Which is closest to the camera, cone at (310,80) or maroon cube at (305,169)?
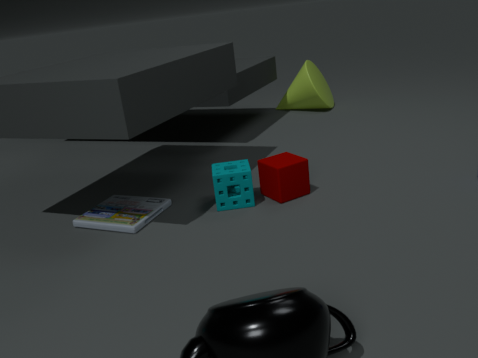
maroon cube at (305,169)
